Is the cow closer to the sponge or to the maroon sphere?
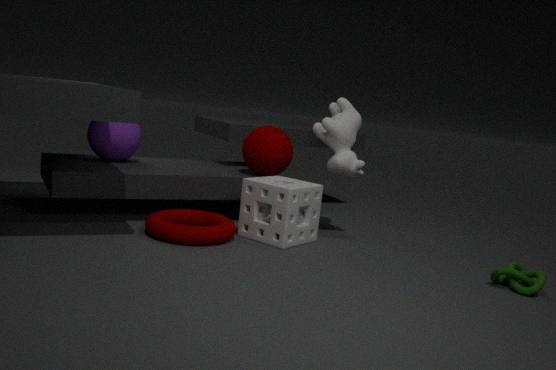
the sponge
